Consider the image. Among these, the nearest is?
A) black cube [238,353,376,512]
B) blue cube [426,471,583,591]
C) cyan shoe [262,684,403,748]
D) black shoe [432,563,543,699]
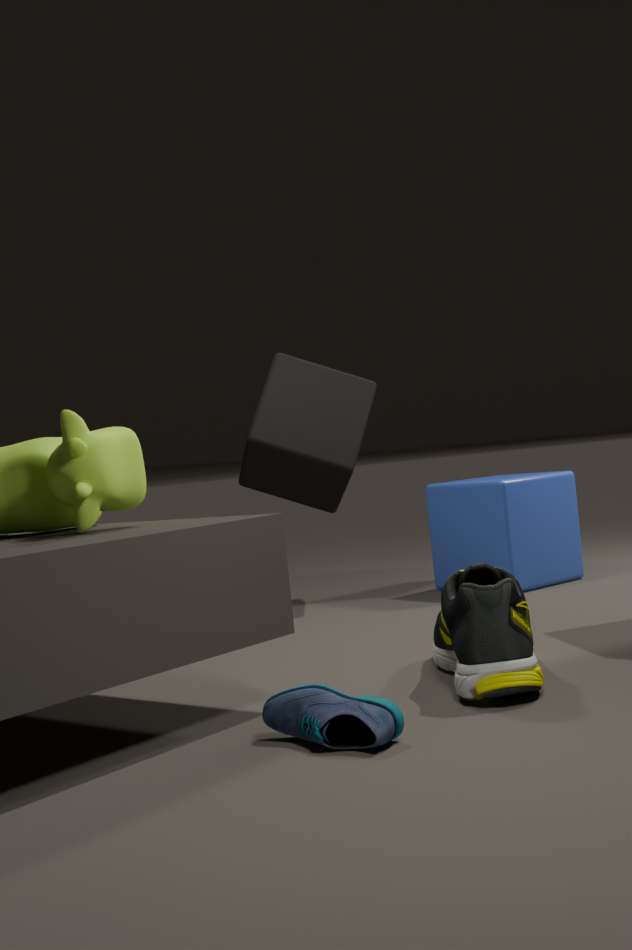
cyan shoe [262,684,403,748]
